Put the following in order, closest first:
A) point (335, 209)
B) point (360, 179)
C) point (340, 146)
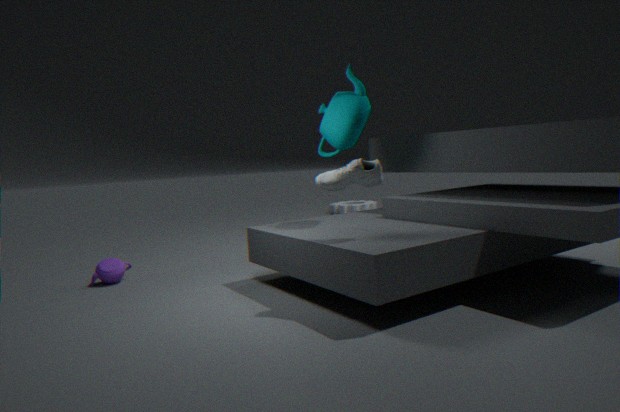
point (360, 179)
point (340, 146)
point (335, 209)
